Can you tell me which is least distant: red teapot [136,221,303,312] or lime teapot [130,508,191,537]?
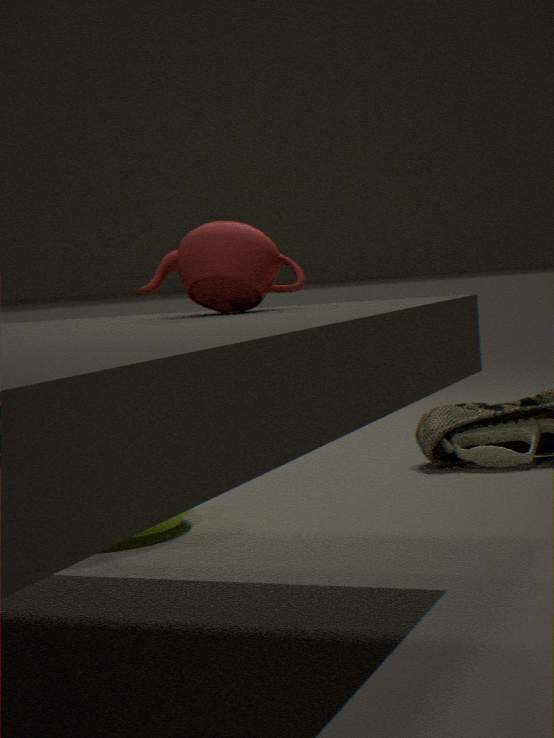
red teapot [136,221,303,312]
